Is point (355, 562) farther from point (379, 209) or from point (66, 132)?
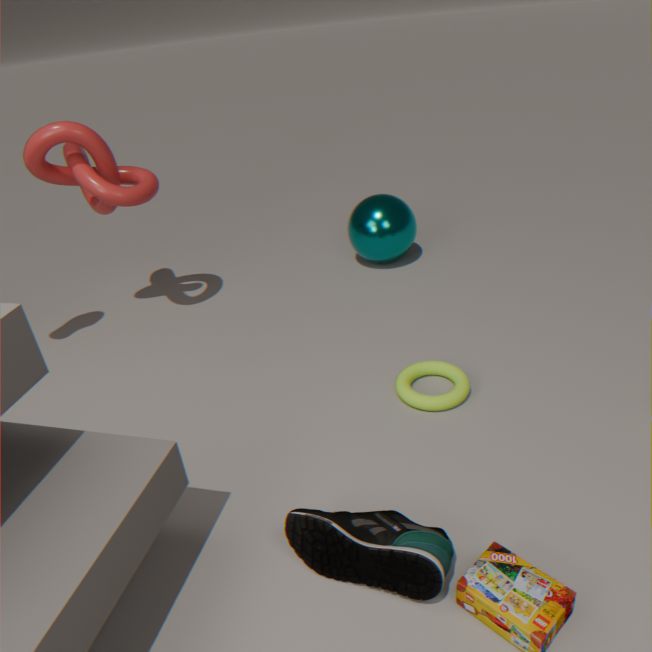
point (66, 132)
